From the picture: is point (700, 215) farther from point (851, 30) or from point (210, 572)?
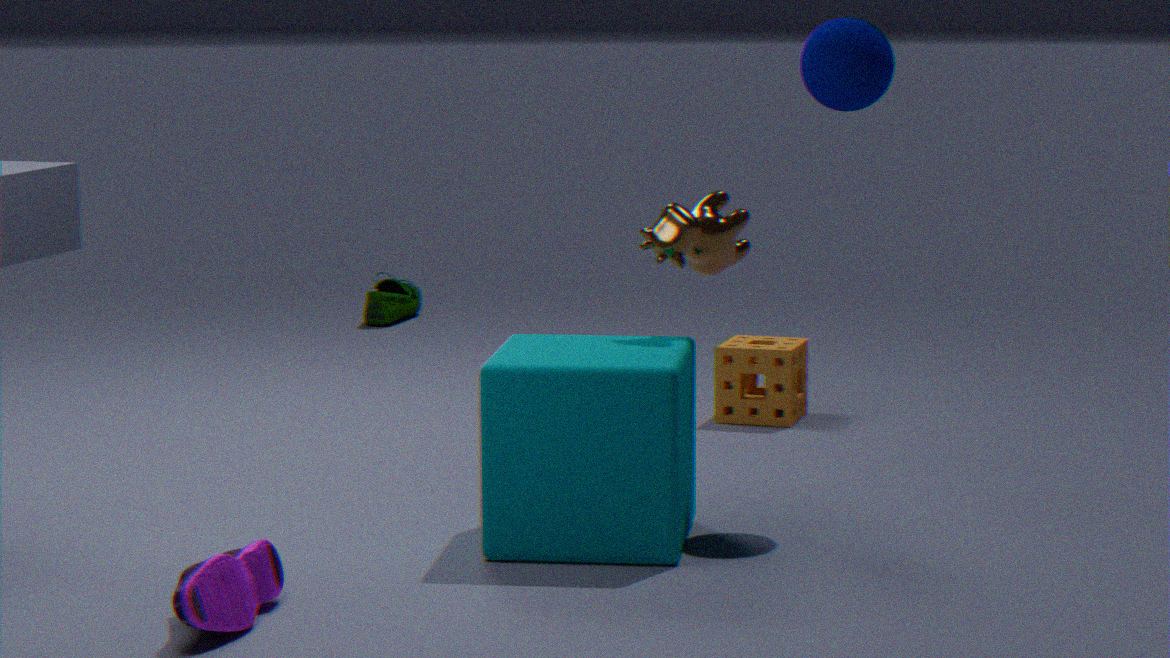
point (210, 572)
